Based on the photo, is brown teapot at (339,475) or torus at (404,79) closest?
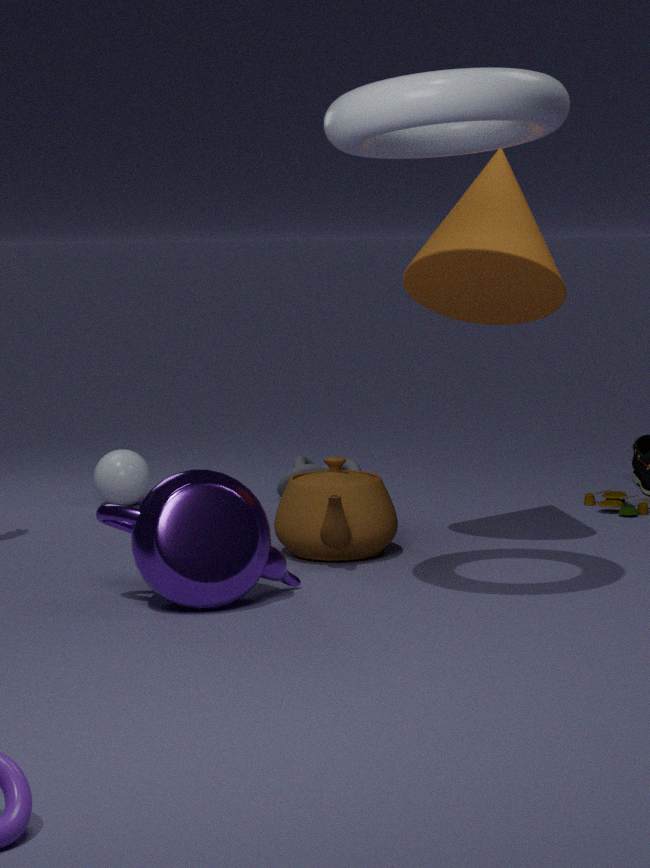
torus at (404,79)
